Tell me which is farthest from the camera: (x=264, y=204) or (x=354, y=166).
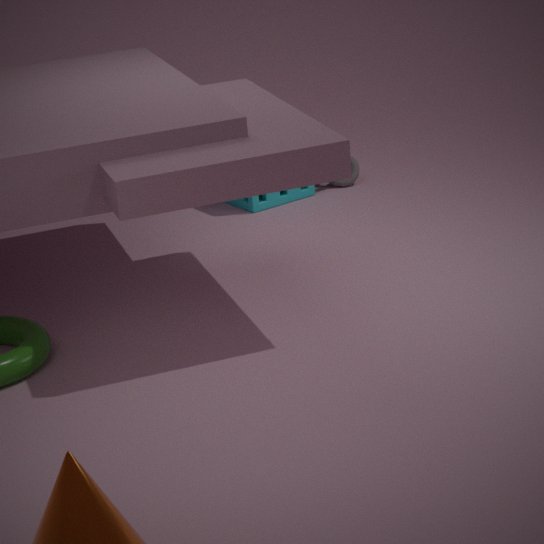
(x=354, y=166)
